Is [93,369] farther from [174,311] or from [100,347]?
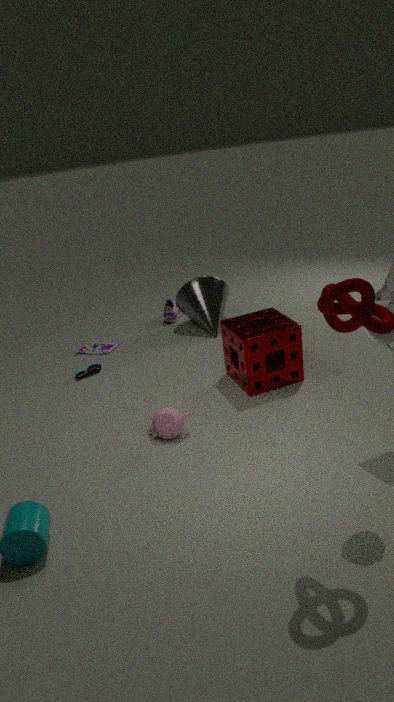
[174,311]
